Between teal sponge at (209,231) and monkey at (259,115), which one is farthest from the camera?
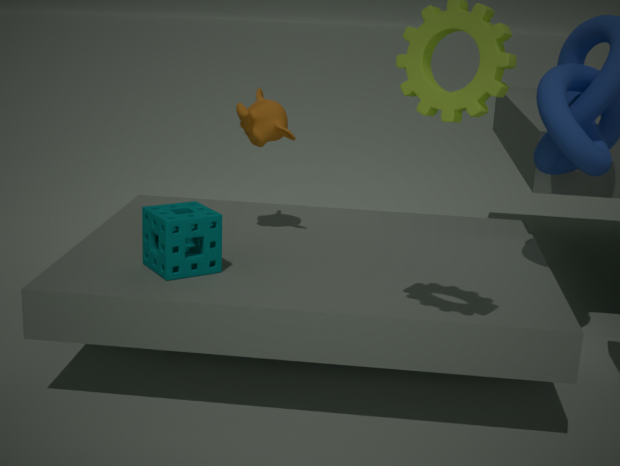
monkey at (259,115)
